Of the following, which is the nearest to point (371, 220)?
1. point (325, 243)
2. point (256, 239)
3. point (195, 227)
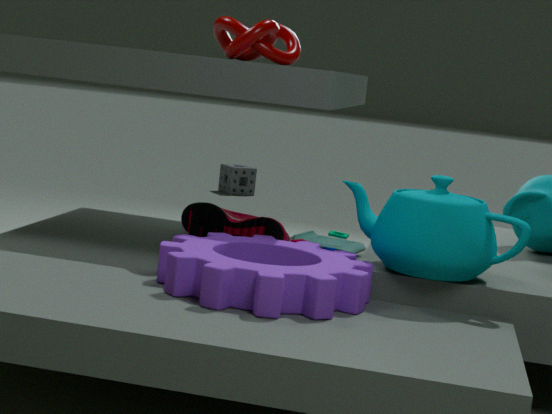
point (256, 239)
